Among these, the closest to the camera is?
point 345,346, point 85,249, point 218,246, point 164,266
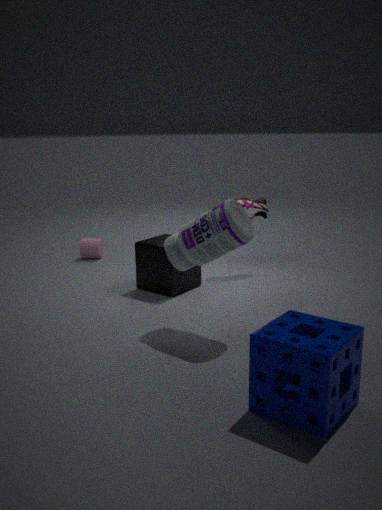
point 345,346
